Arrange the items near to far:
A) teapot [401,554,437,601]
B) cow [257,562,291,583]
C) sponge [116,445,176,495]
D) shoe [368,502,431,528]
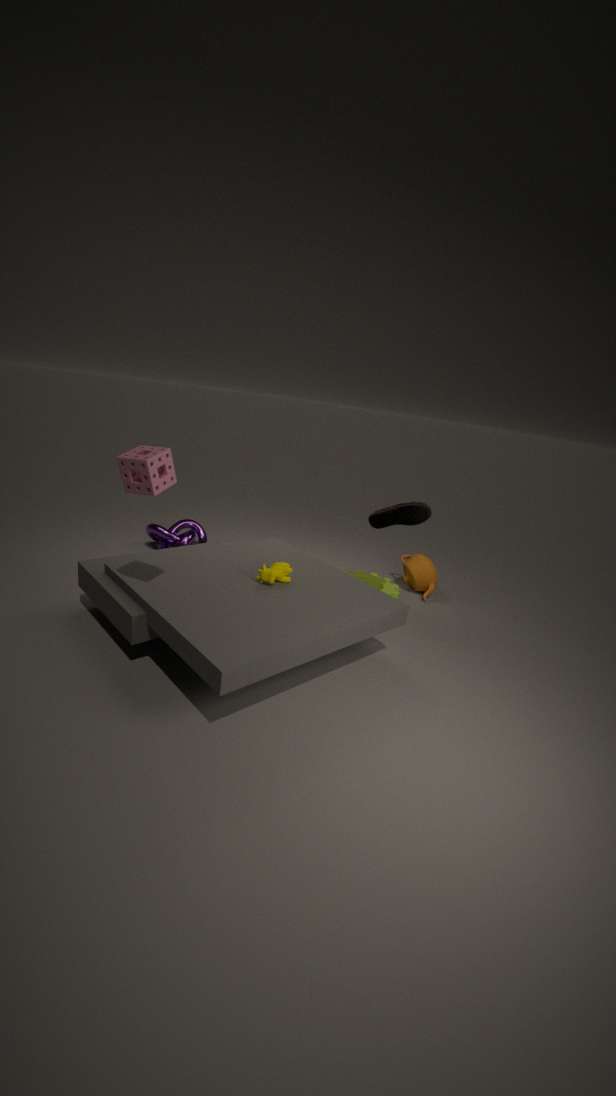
1. C. sponge [116,445,176,495]
2. B. cow [257,562,291,583]
3. D. shoe [368,502,431,528]
4. A. teapot [401,554,437,601]
